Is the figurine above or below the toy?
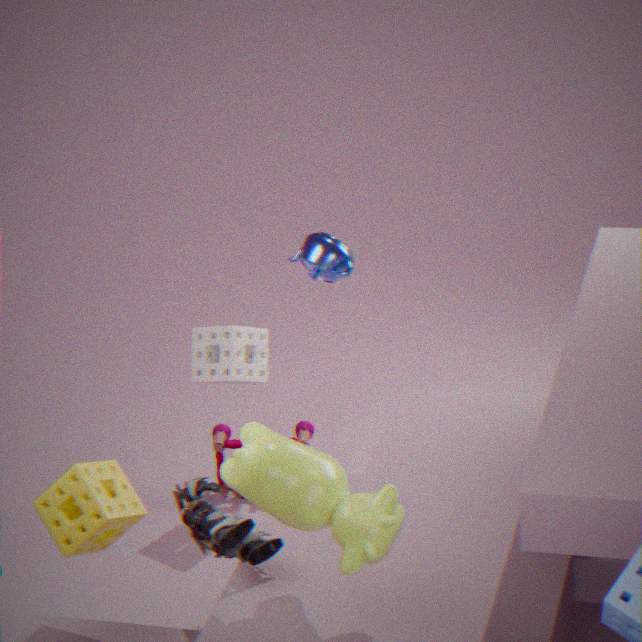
above
